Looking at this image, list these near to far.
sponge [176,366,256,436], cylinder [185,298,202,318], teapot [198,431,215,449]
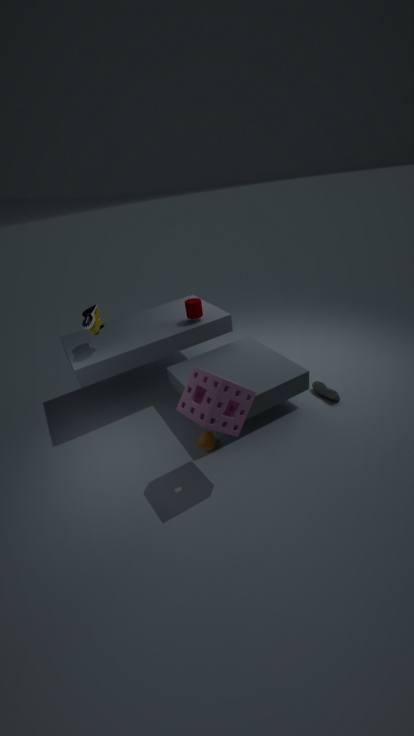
sponge [176,366,256,436], teapot [198,431,215,449], cylinder [185,298,202,318]
